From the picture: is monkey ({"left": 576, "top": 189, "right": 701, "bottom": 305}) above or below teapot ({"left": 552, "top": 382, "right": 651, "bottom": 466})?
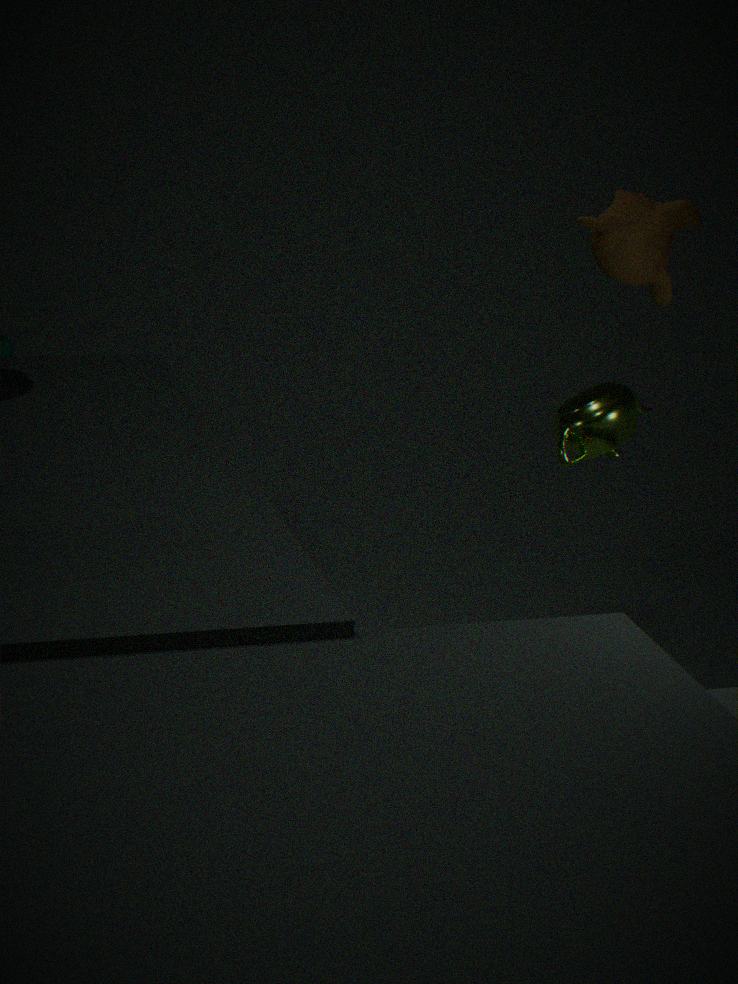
above
